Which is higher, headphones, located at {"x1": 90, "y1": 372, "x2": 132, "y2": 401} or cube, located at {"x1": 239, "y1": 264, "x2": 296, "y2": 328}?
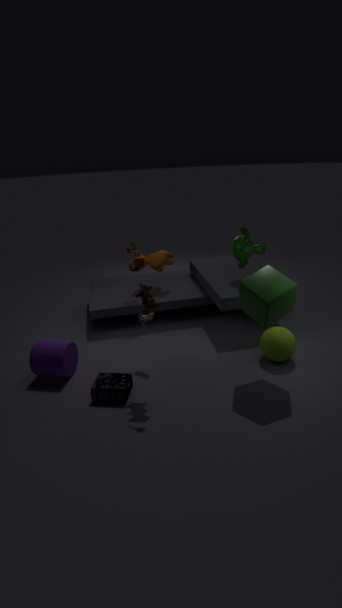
cube, located at {"x1": 239, "y1": 264, "x2": 296, "y2": 328}
